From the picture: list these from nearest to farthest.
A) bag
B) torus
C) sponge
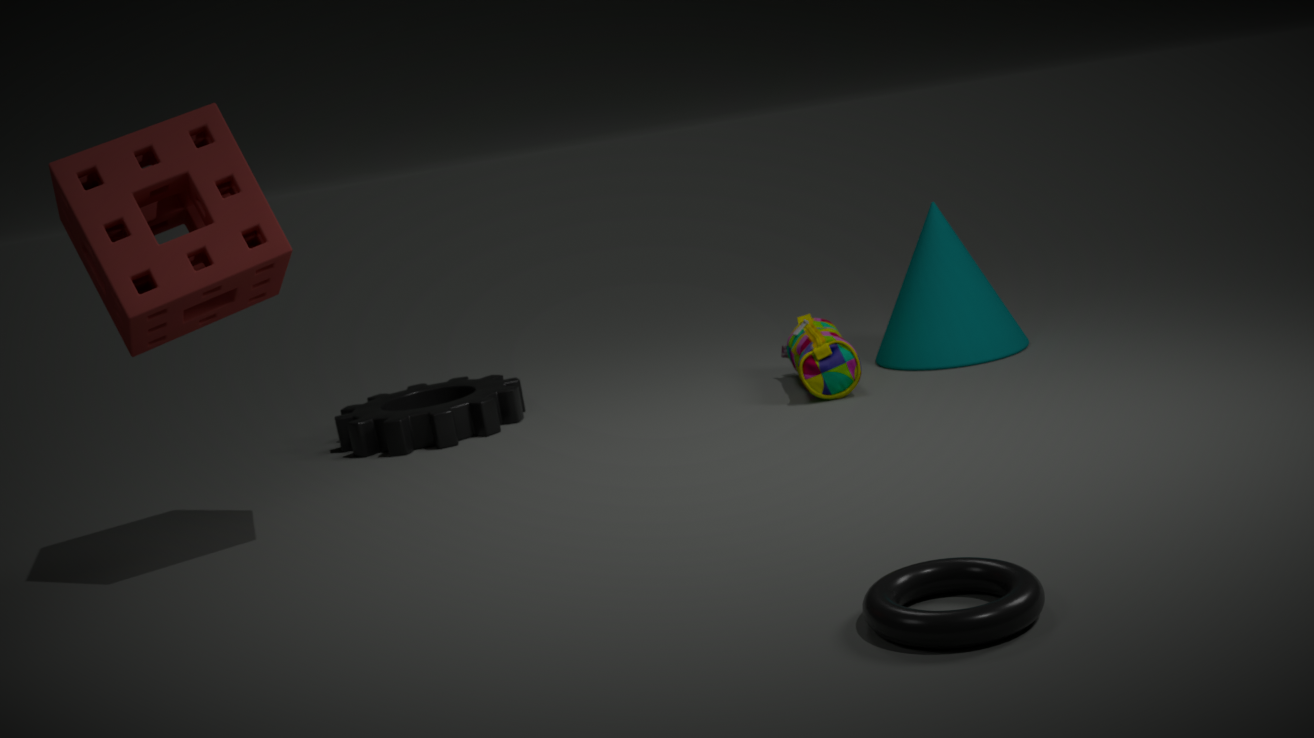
torus < sponge < bag
